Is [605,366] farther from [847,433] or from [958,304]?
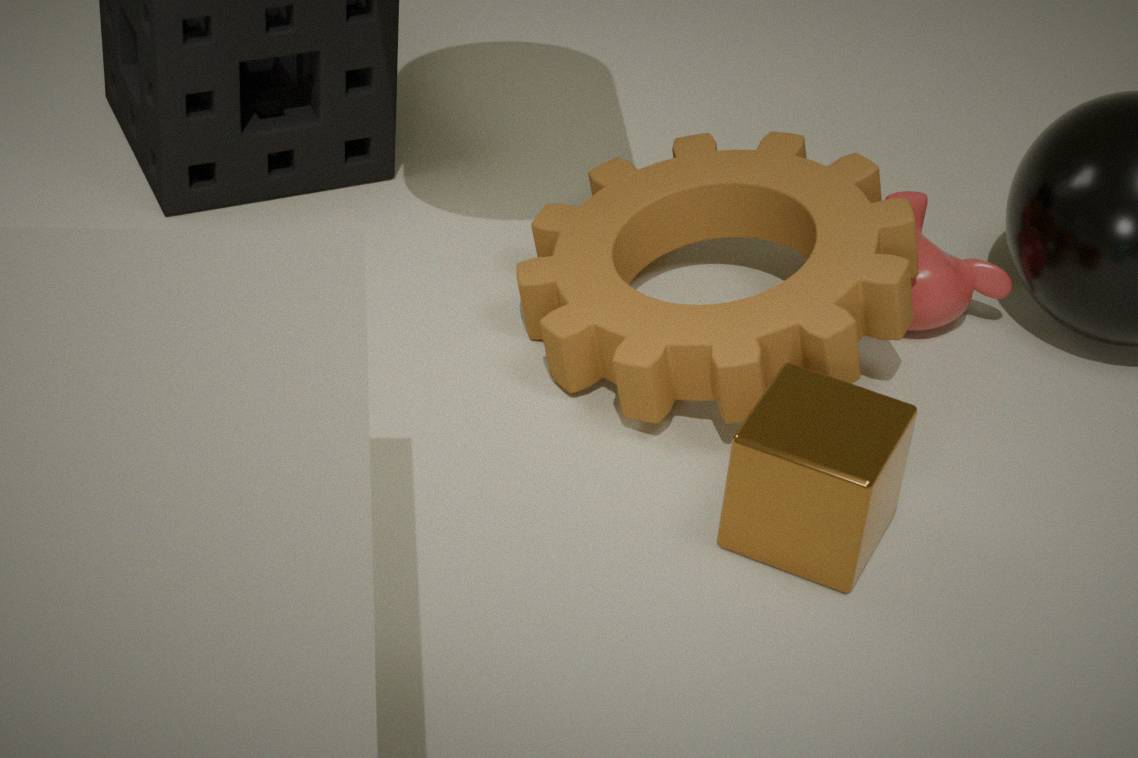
[847,433]
